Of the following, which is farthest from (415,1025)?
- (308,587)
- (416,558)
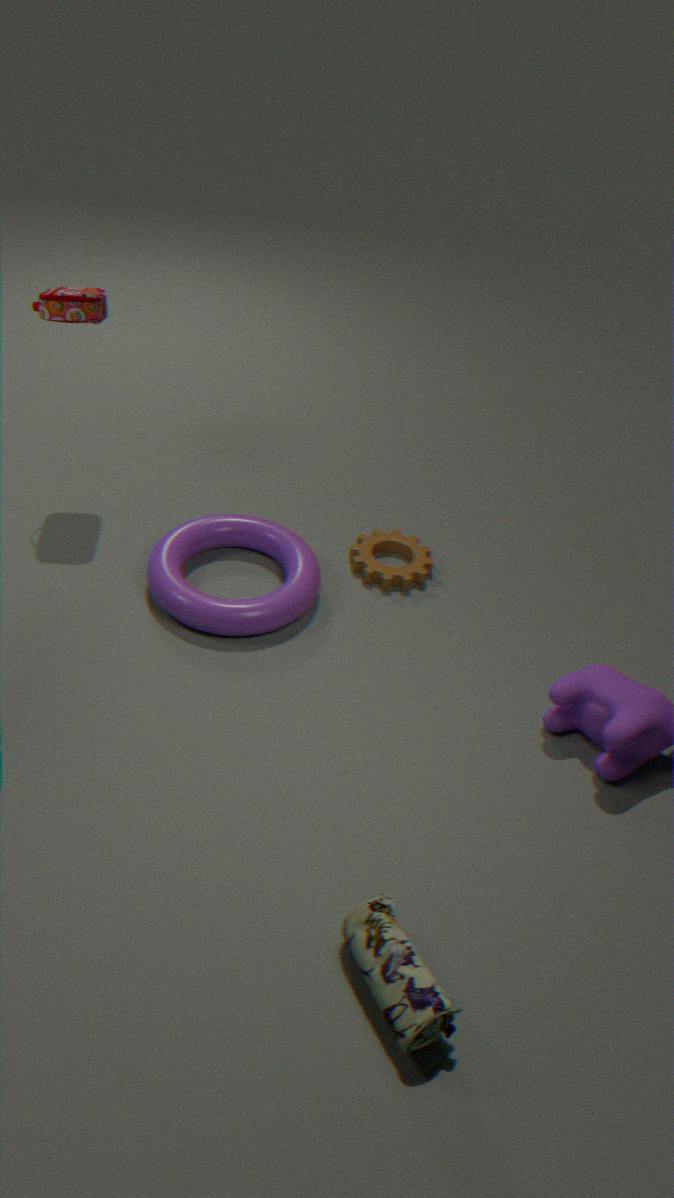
(416,558)
